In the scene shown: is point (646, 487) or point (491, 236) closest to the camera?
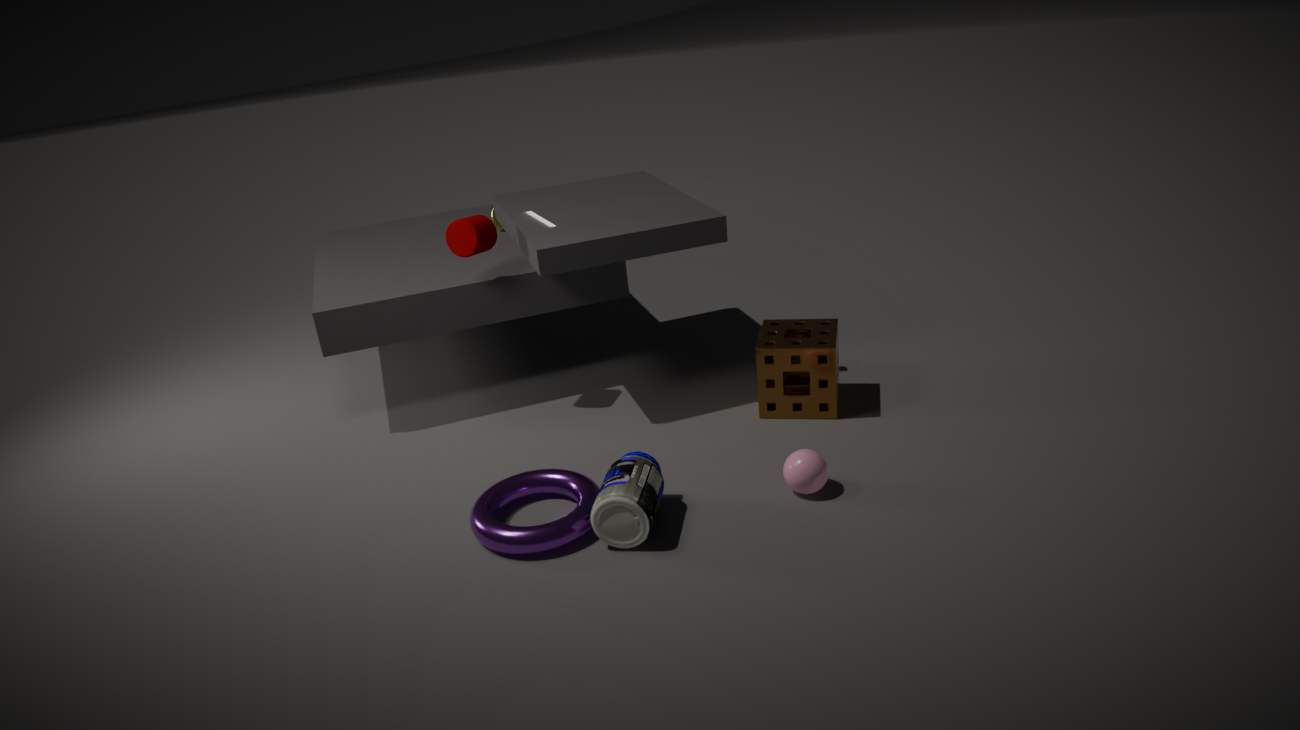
point (646, 487)
